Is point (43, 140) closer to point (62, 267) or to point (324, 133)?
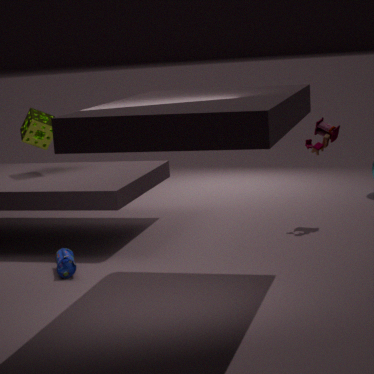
point (62, 267)
